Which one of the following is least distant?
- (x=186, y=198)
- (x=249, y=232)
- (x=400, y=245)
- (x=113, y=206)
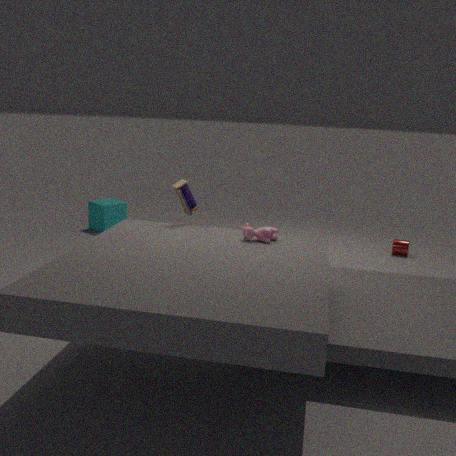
(x=249, y=232)
